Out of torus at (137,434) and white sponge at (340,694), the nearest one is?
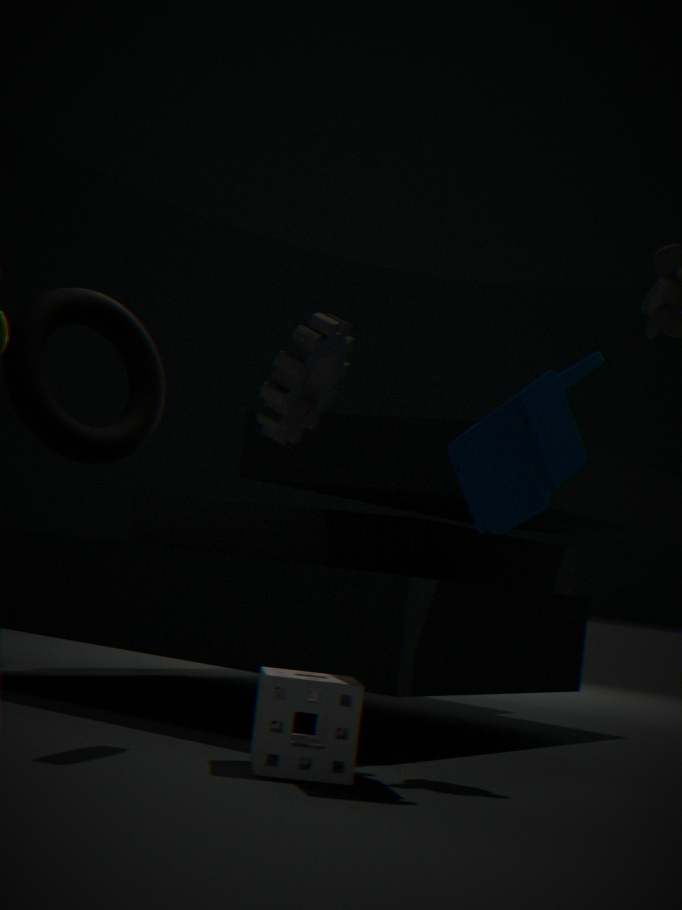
white sponge at (340,694)
